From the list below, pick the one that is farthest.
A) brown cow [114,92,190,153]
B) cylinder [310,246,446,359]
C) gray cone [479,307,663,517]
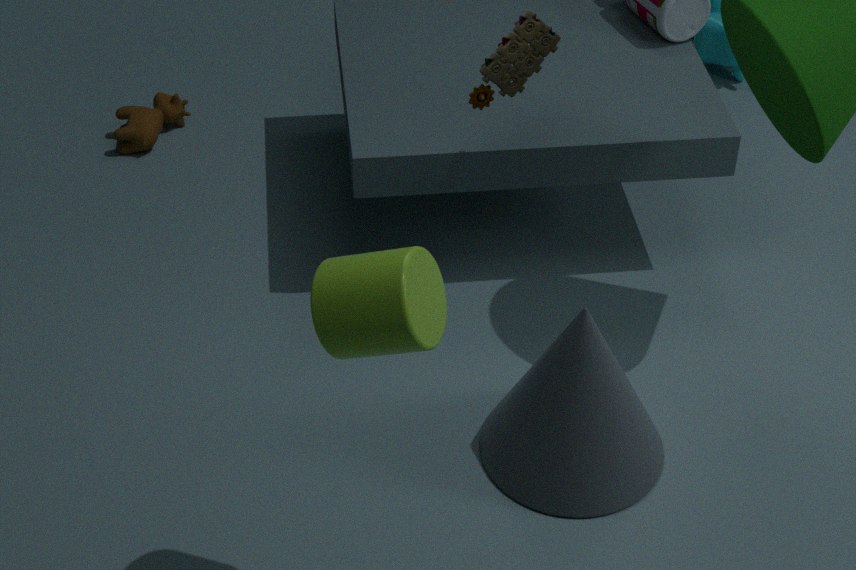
brown cow [114,92,190,153]
